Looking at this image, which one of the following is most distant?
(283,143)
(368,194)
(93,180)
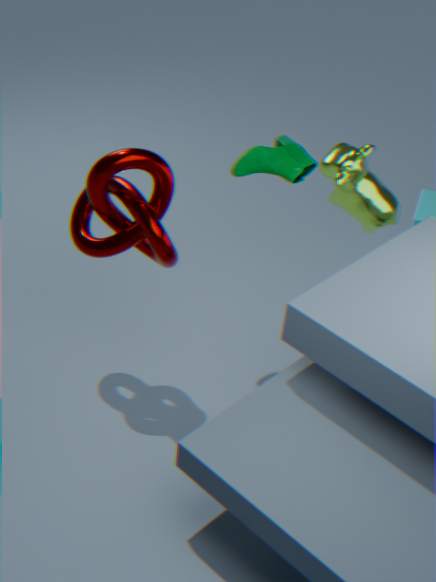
(368,194)
